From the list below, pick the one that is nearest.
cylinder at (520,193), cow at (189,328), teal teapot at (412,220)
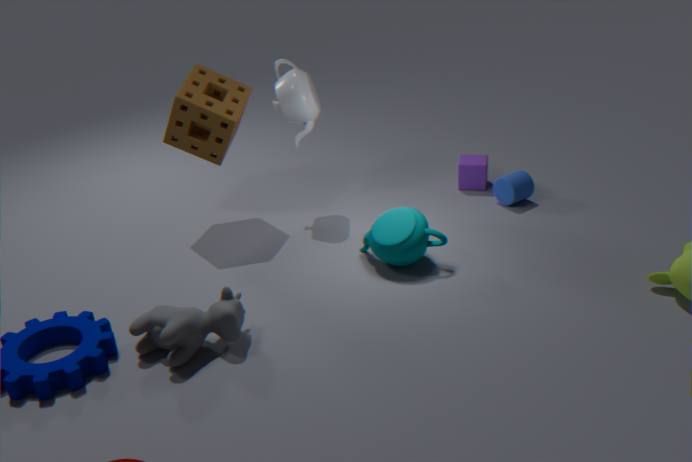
cow at (189,328)
